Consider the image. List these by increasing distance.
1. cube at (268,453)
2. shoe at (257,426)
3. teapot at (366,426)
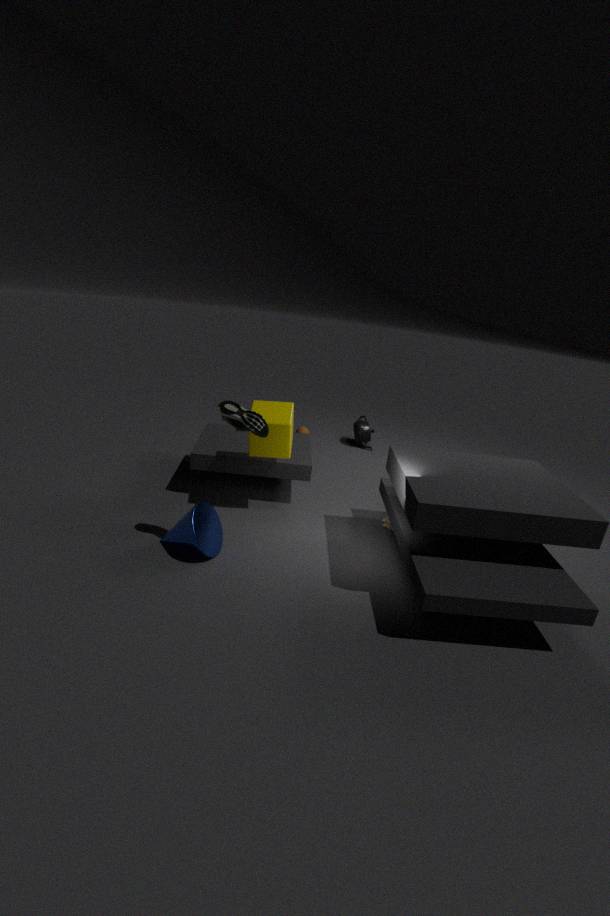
shoe at (257,426), cube at (268,453), teapot at (366,426)
